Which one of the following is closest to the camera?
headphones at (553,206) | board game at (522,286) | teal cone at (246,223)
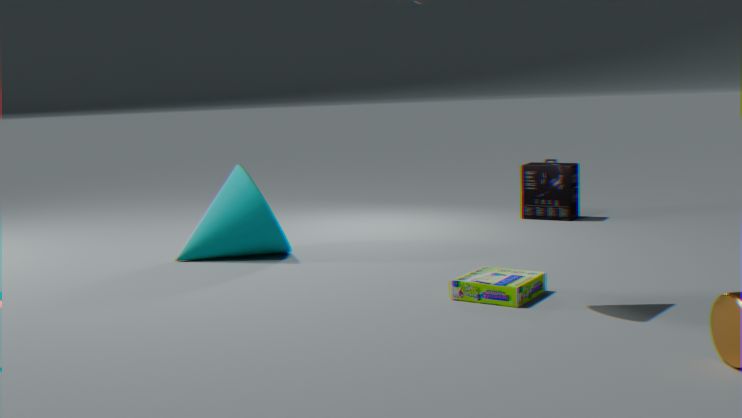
board game at (522,286)
